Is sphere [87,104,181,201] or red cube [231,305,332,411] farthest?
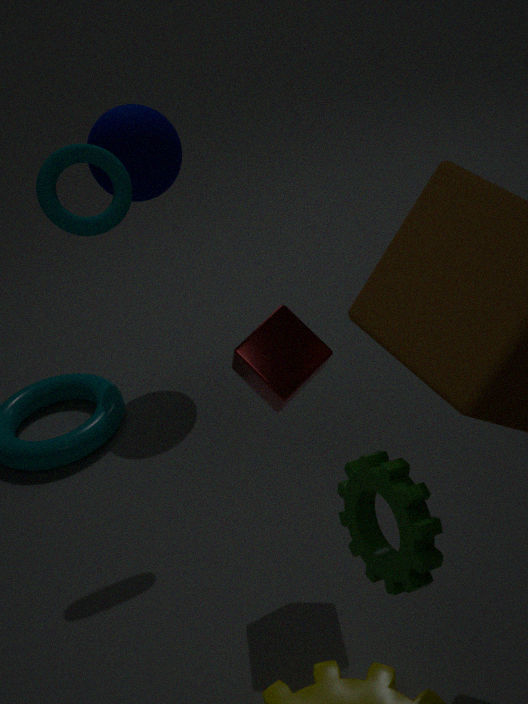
sphere [87,104,181,201]
